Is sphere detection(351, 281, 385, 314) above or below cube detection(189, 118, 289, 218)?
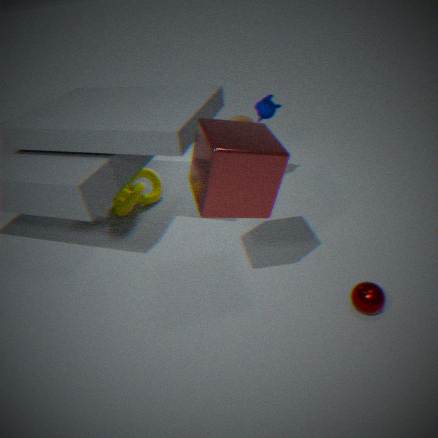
below
